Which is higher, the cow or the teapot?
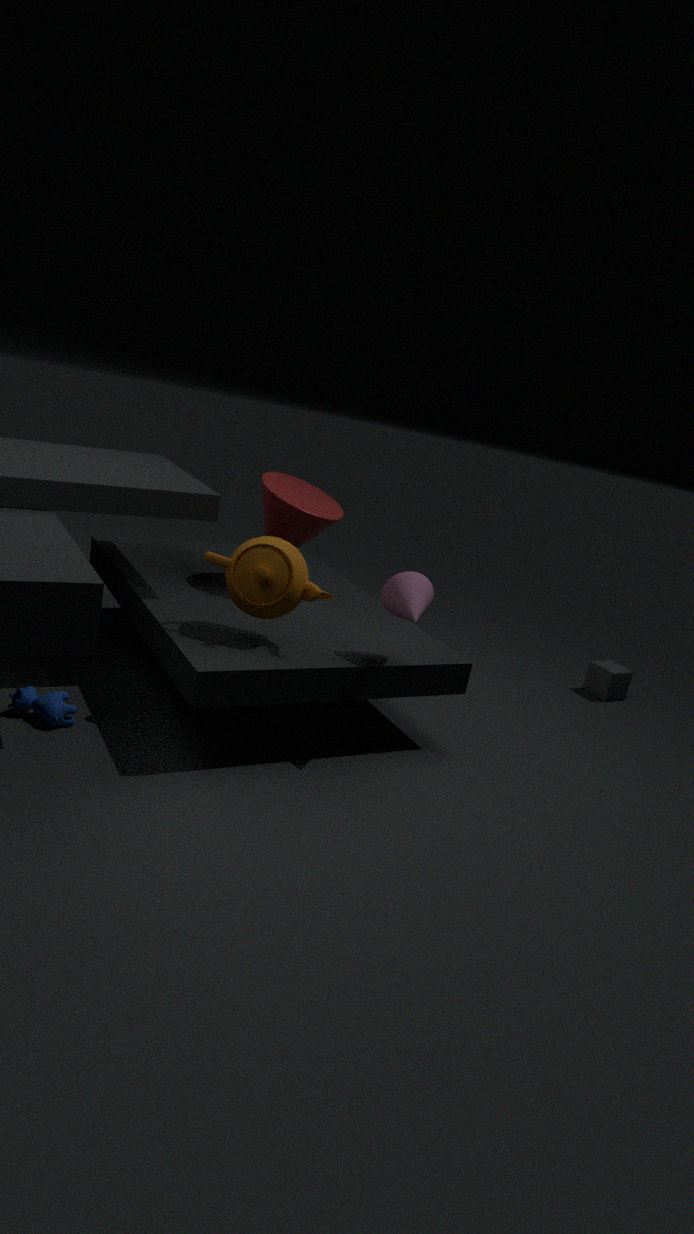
the teapot
